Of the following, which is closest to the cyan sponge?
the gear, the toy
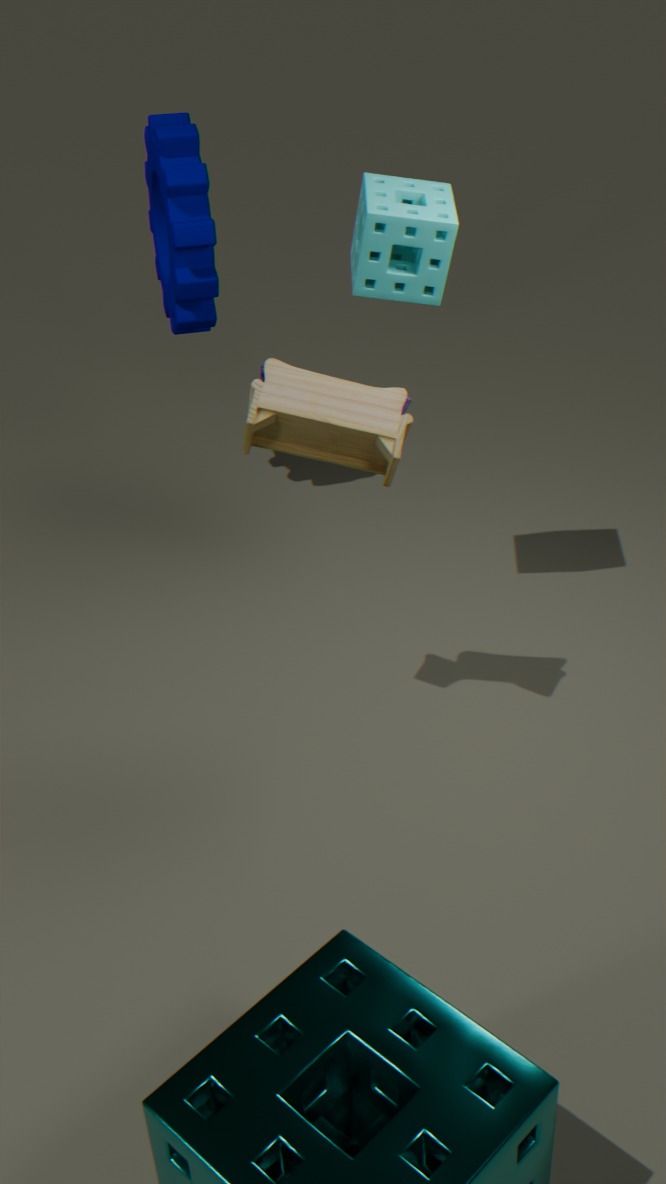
the toy
